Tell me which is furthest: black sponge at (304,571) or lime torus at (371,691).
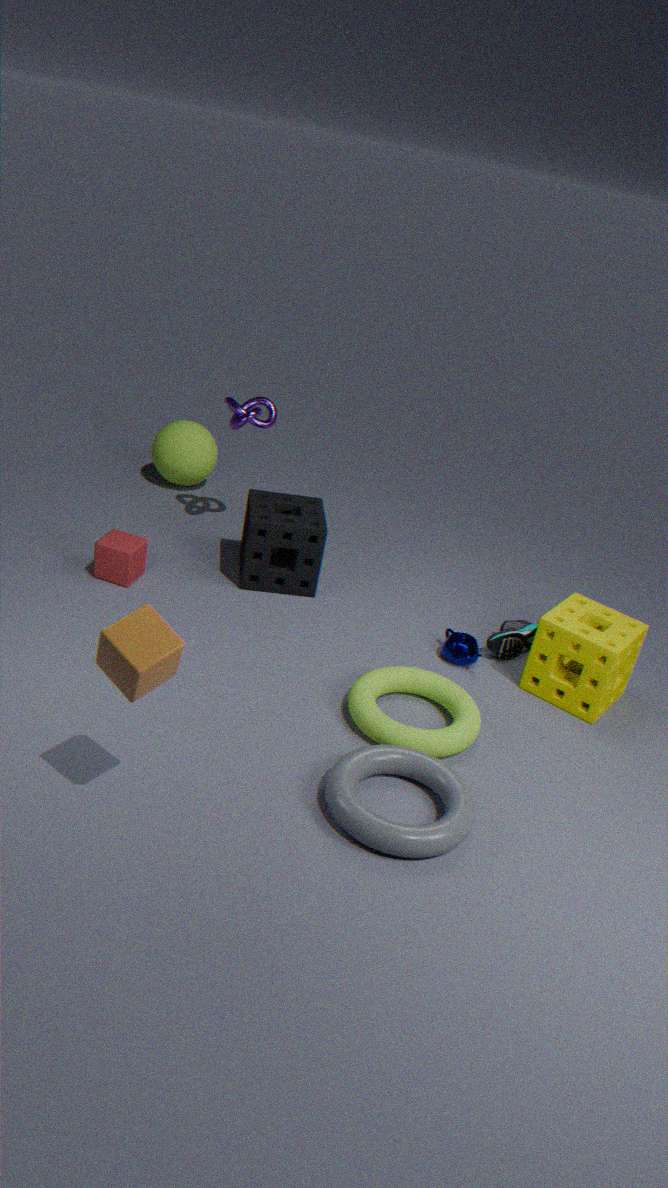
black sponge at (304,571)
